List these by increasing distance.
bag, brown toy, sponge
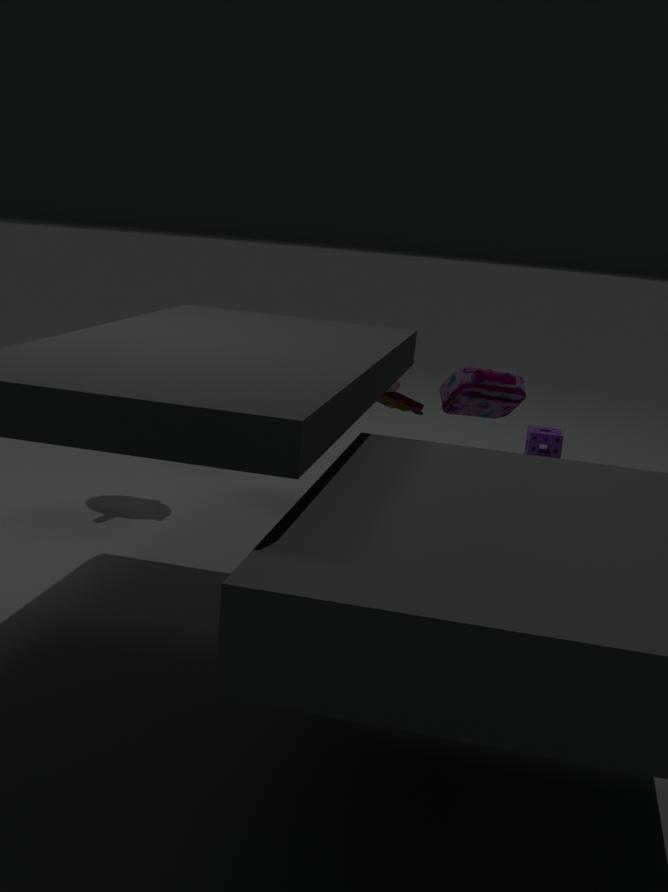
bag, brown toy, sponge
